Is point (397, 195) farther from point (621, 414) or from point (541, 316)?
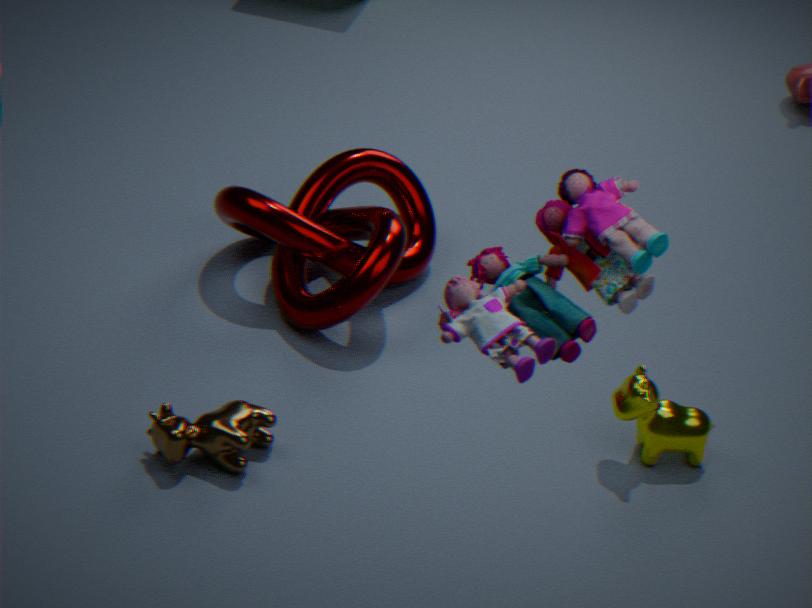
point (541, 316)
